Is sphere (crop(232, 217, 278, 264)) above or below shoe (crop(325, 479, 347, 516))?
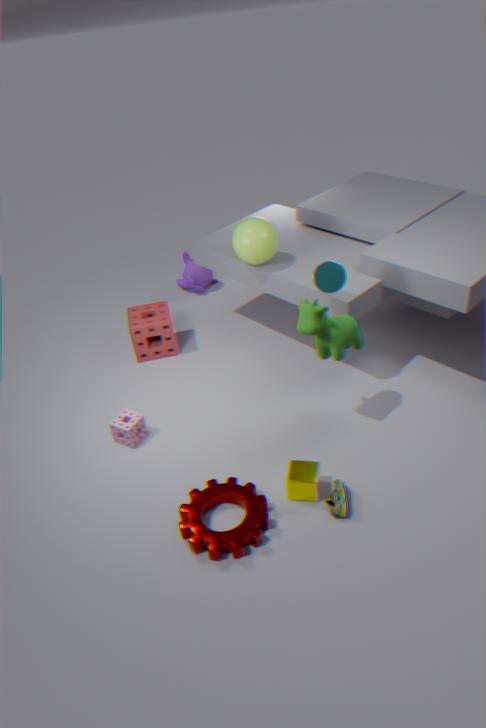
above
